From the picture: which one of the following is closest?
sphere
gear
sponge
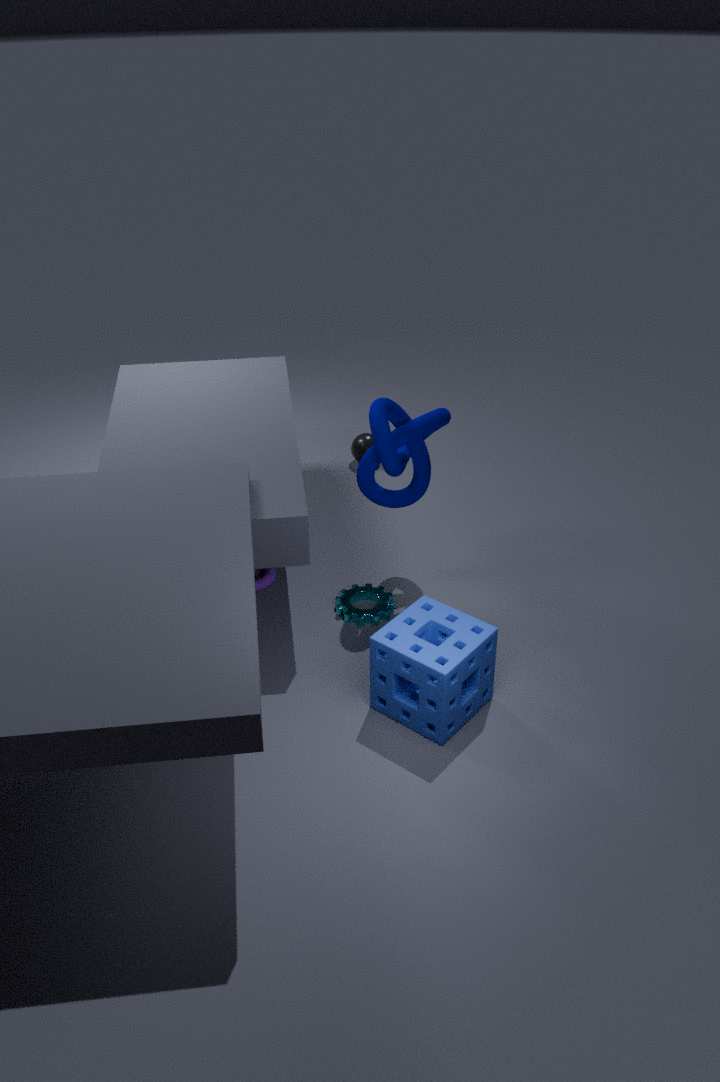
sponge
